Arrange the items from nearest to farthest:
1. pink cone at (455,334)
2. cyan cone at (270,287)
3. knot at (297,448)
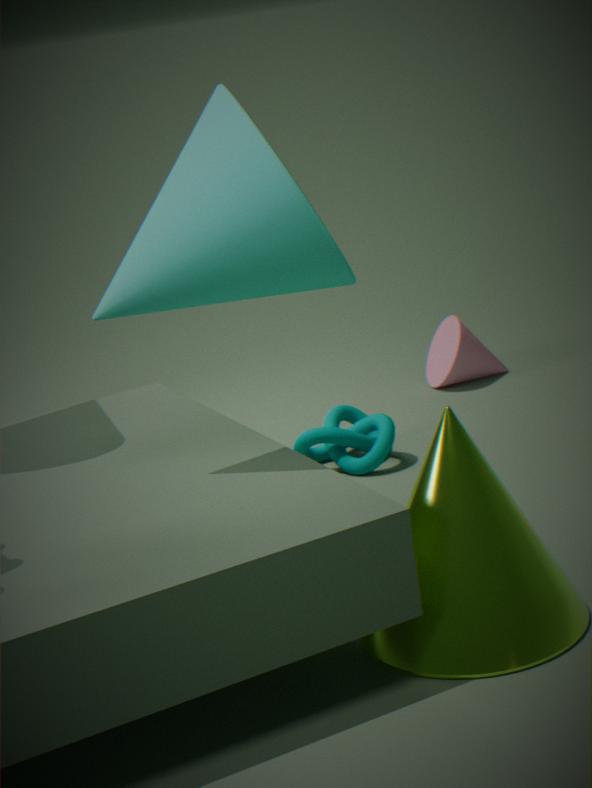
1. cyan cone at (270,287)
2. knot at (297,448)
3. pink cone at (455,334)
